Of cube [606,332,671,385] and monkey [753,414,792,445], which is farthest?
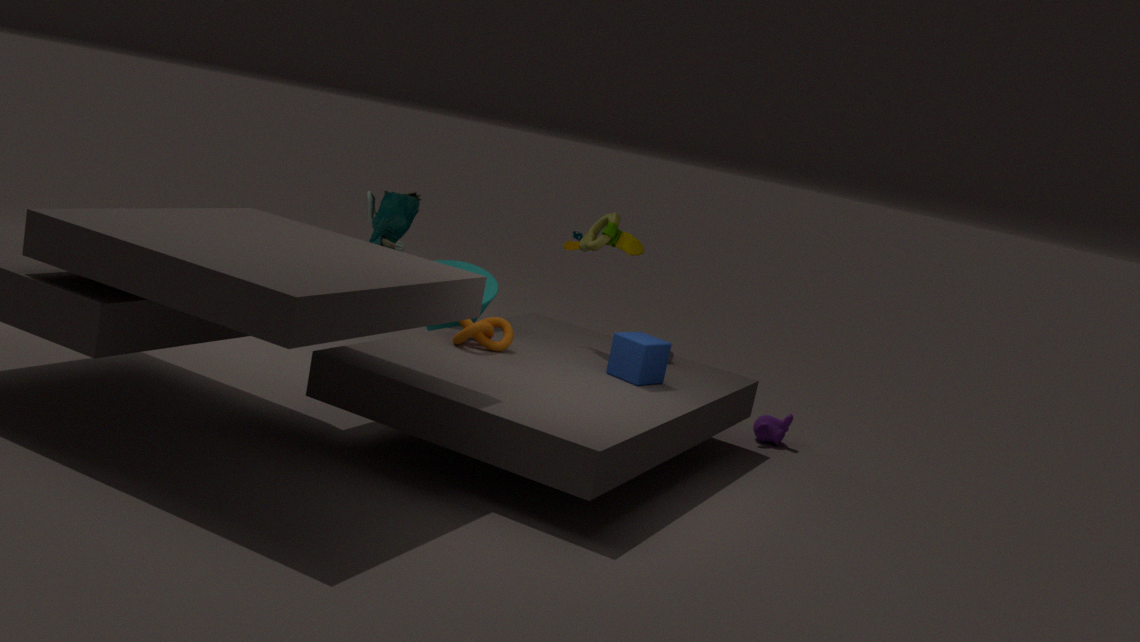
monkey [753,414,792,445]
